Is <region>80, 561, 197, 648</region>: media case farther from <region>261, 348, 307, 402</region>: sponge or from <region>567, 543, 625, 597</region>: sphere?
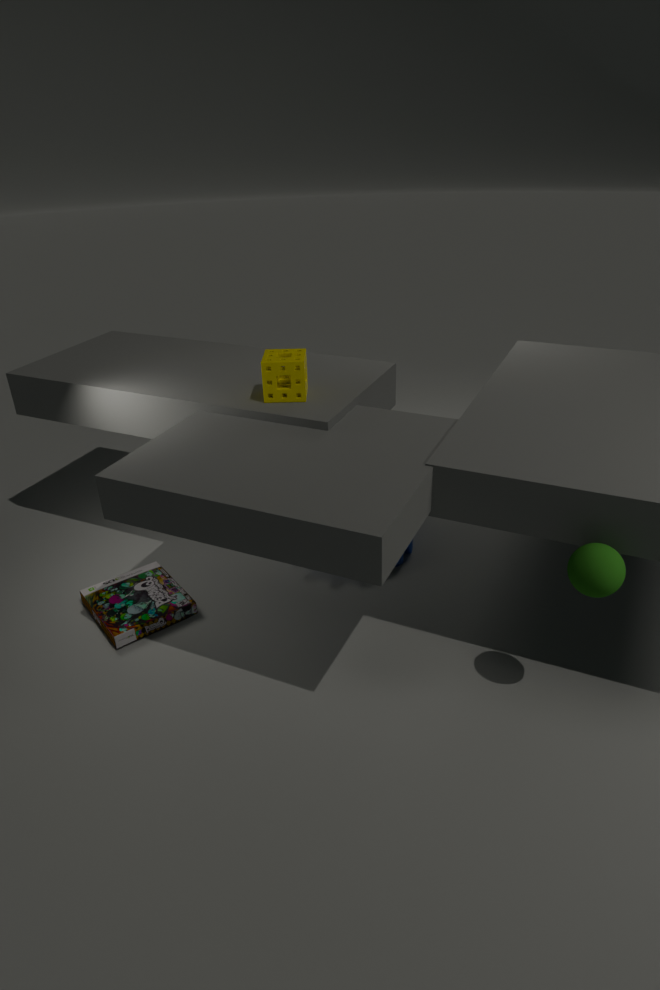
<region>567, 543, 625, 597</region>: sphere
